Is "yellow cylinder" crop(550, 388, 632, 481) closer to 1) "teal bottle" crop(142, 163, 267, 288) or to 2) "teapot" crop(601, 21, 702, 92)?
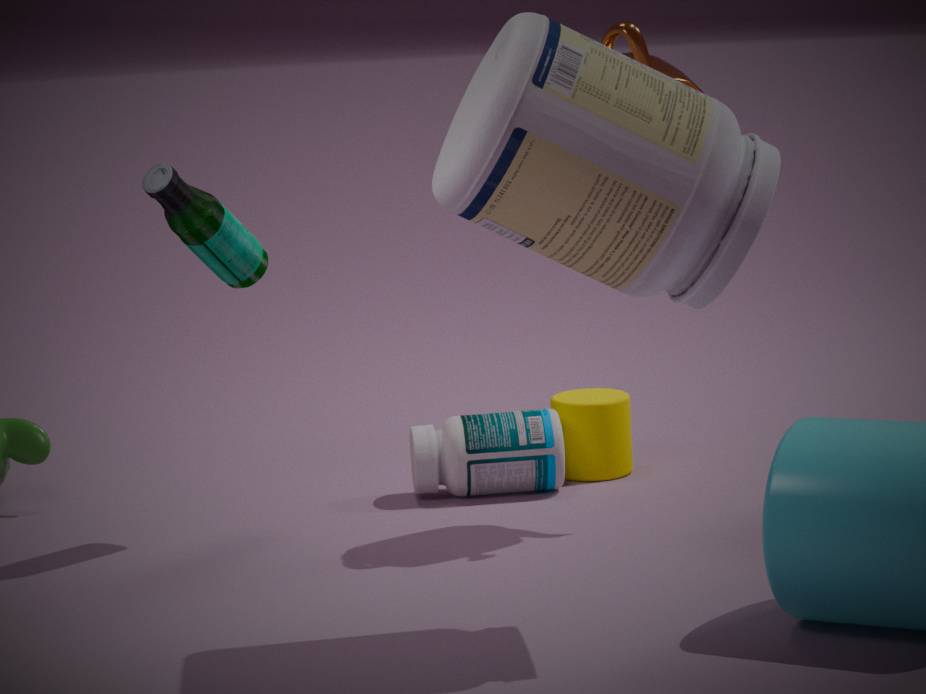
2) "teapot" crop(601, 21, 702, 92)
